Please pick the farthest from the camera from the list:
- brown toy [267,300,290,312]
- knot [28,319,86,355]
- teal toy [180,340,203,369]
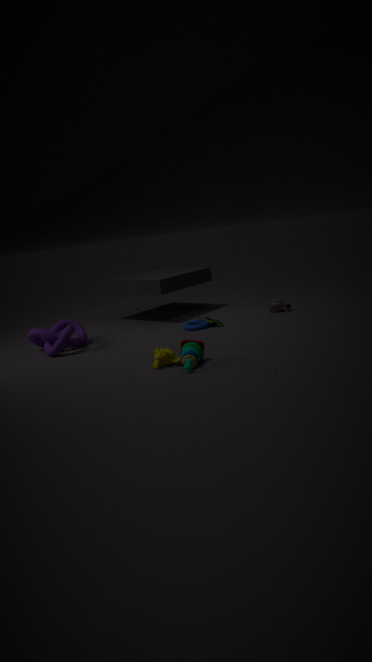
brown toy [267,300,290,312]
